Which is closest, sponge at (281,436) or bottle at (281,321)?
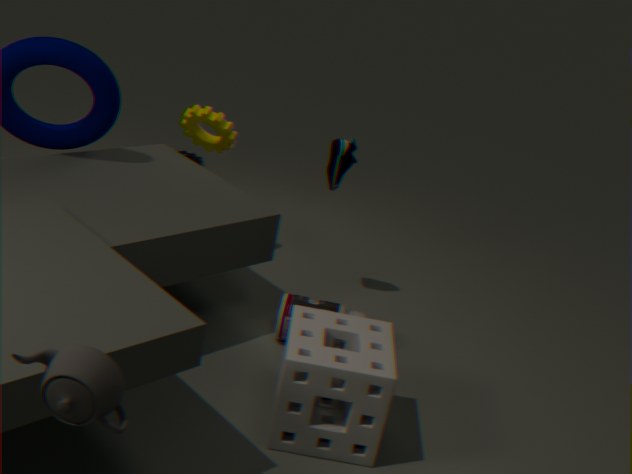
sponge at (281,436)
